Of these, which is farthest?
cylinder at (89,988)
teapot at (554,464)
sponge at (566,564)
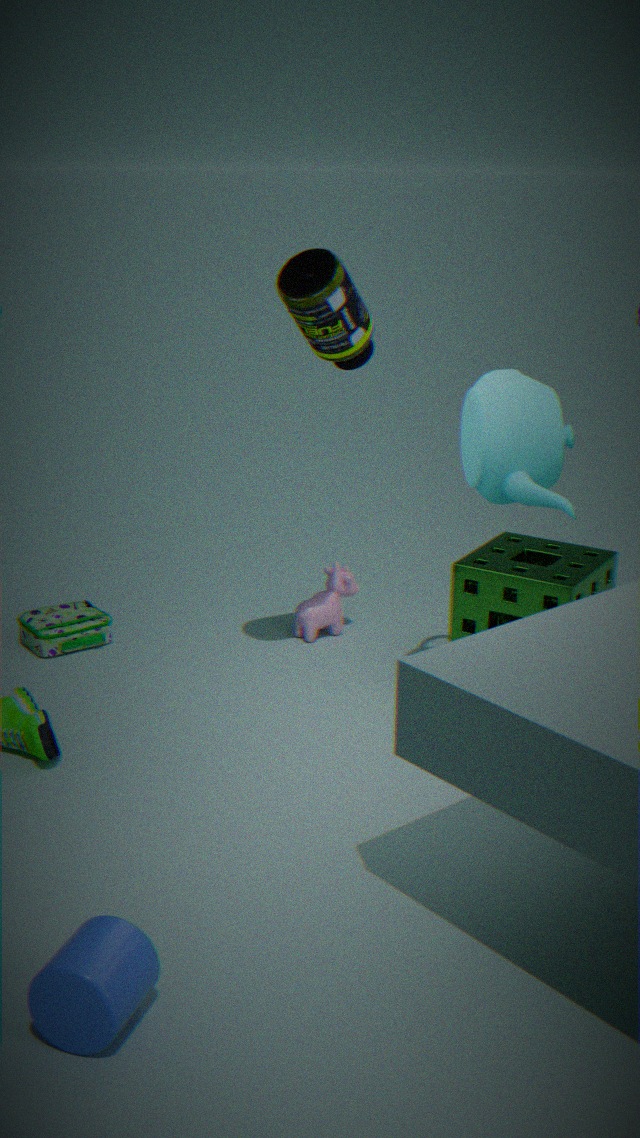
sponge at (566,564)
